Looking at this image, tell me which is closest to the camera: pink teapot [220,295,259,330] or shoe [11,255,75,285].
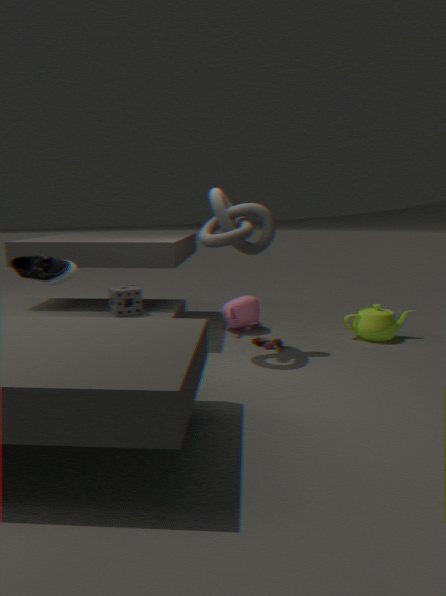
shoe [11,255,75,285]
